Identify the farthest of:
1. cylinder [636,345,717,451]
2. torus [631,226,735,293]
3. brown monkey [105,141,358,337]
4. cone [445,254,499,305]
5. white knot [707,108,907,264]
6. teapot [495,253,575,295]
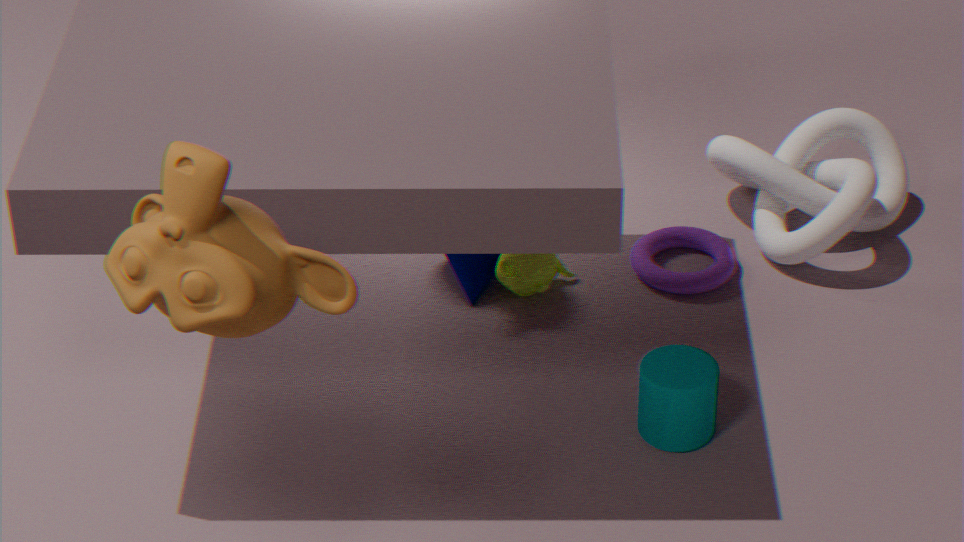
torus [631,226,735,293]
